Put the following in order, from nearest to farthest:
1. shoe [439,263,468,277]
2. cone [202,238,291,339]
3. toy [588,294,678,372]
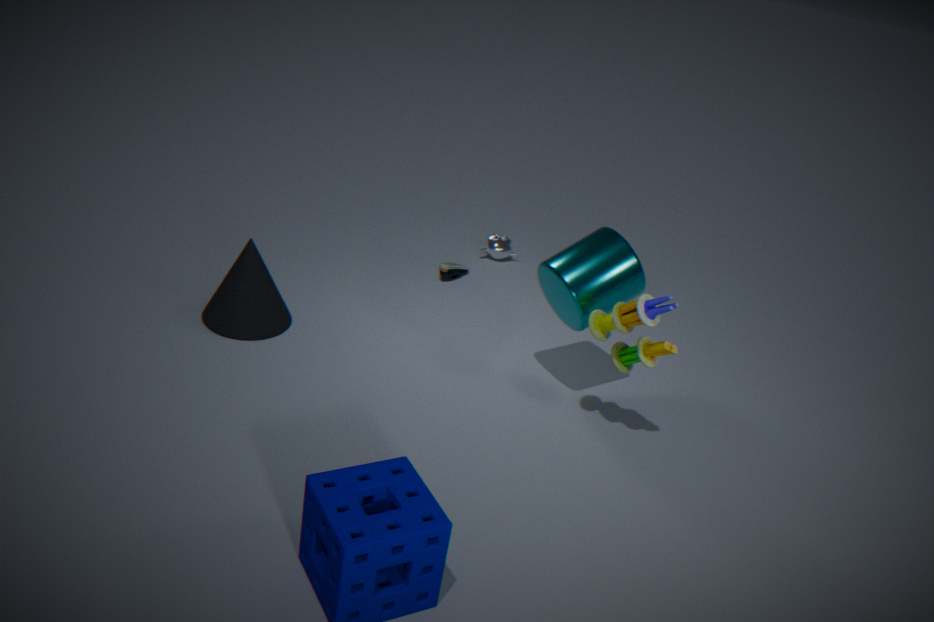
toy [588,294,678,372] → cone [202,238,291,339] → shoe [439,263,468,277]
